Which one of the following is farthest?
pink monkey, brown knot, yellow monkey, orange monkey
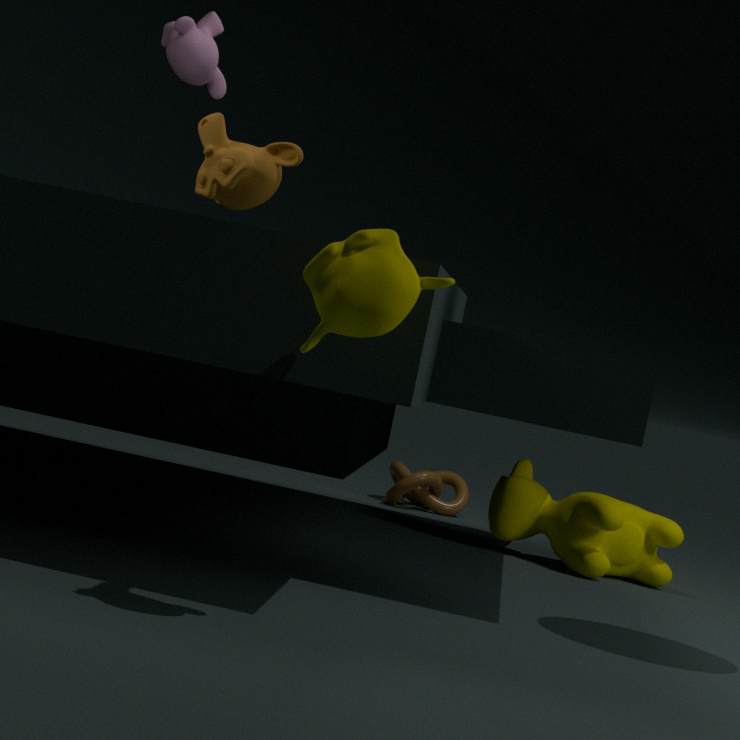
brown knot
